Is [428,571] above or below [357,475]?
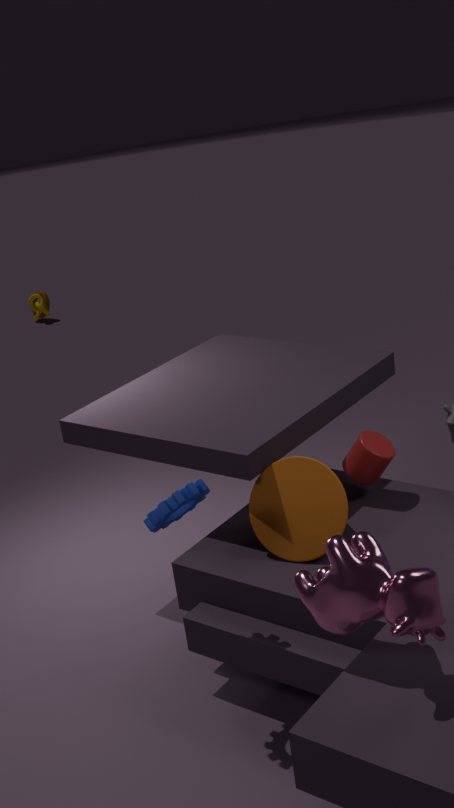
above
